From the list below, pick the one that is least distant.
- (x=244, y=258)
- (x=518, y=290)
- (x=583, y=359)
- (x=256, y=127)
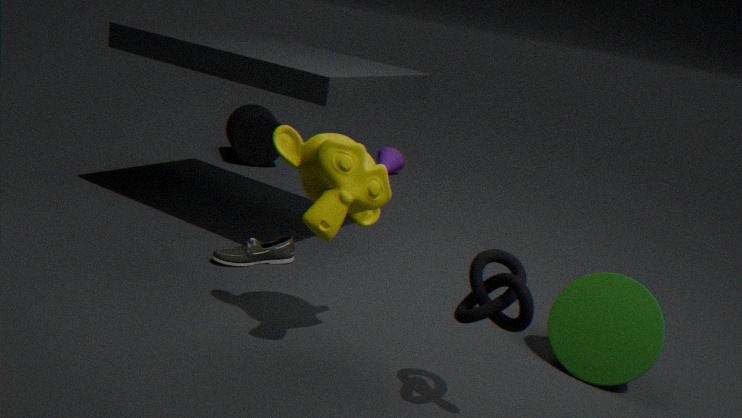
(x=518, y=290)
